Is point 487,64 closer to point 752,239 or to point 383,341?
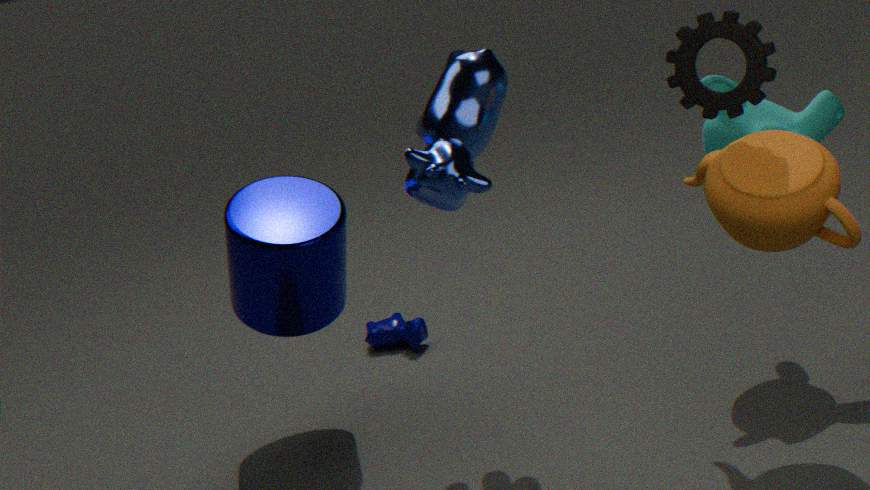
point 752,239
